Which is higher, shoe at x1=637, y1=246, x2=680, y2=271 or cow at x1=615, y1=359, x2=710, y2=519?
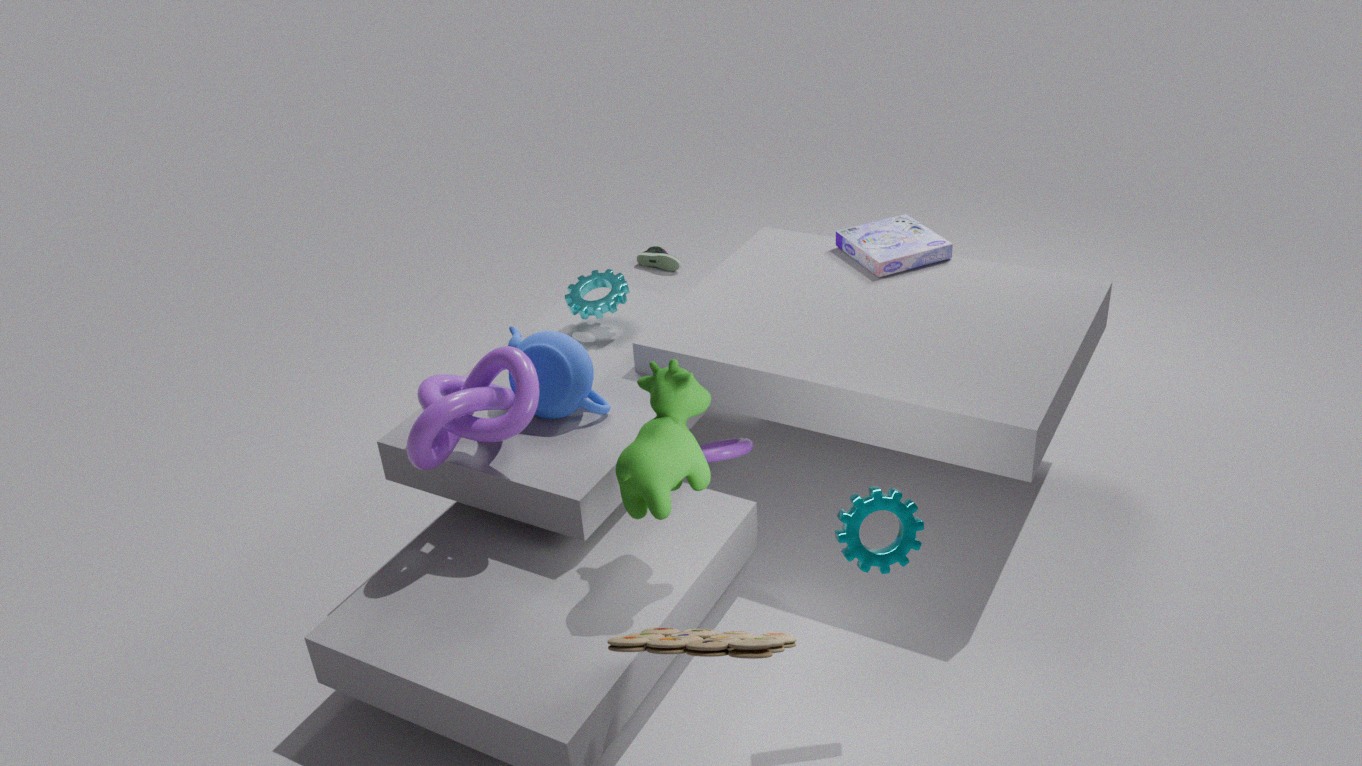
cow at x1=615, y1=359, x2=710, y2=519
